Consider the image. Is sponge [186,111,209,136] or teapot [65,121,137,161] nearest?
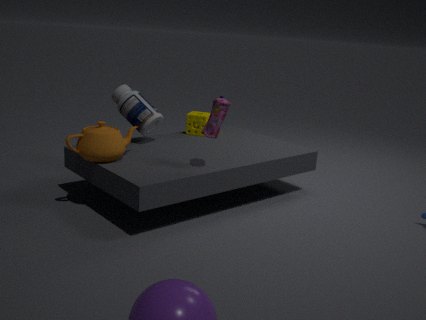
teapot [65,121,137,161]
